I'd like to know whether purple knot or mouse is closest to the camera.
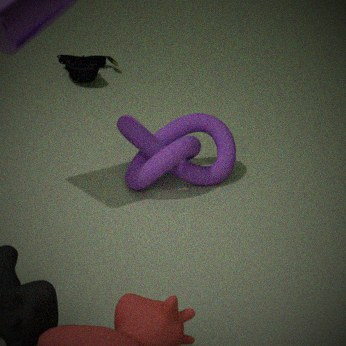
purple knot
